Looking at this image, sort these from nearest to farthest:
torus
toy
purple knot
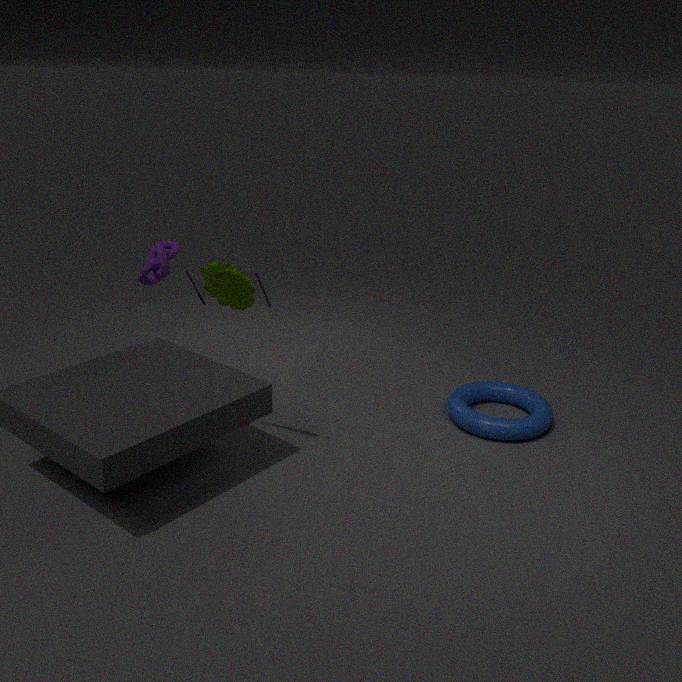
toy → torus → purple knot
